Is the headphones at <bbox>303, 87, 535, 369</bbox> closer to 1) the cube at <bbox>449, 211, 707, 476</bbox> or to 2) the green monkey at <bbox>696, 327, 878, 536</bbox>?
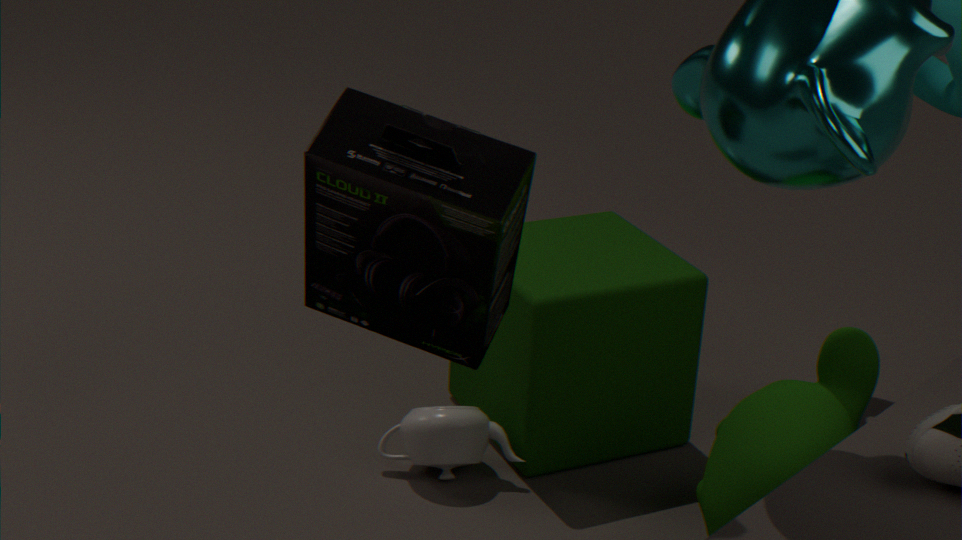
1) the cube at <bbox>449, 211, 707, 476</bbox>
